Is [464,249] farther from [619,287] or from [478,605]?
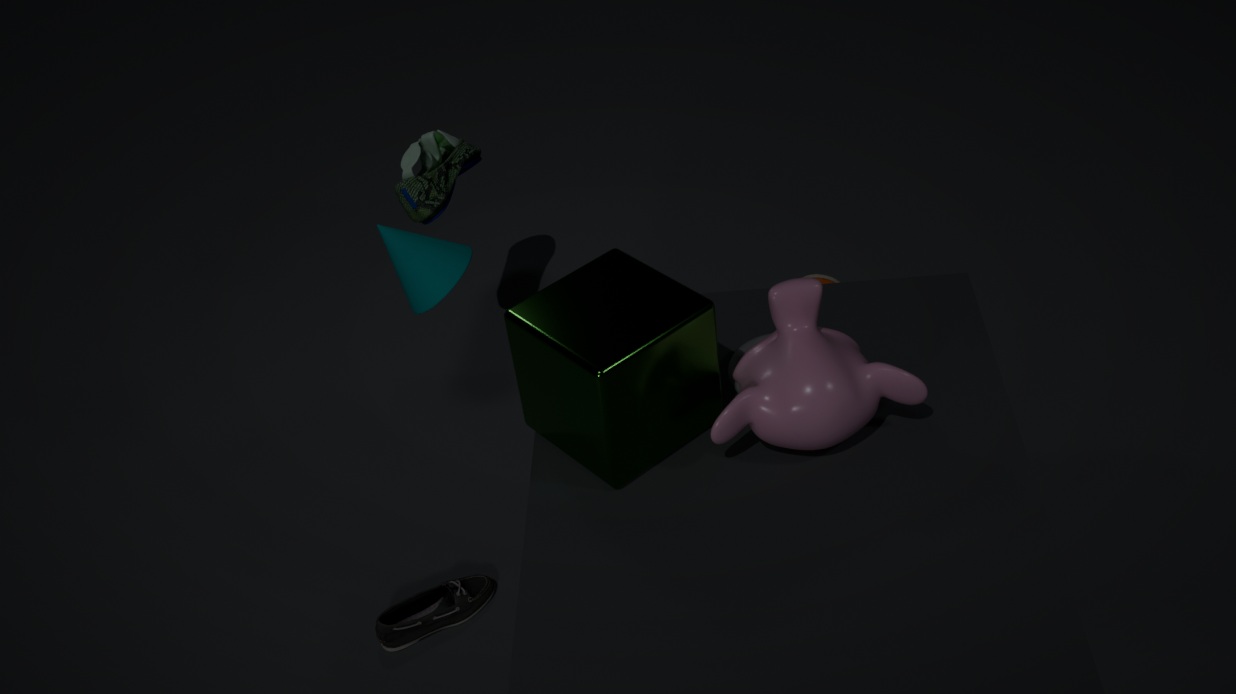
[478,605]
